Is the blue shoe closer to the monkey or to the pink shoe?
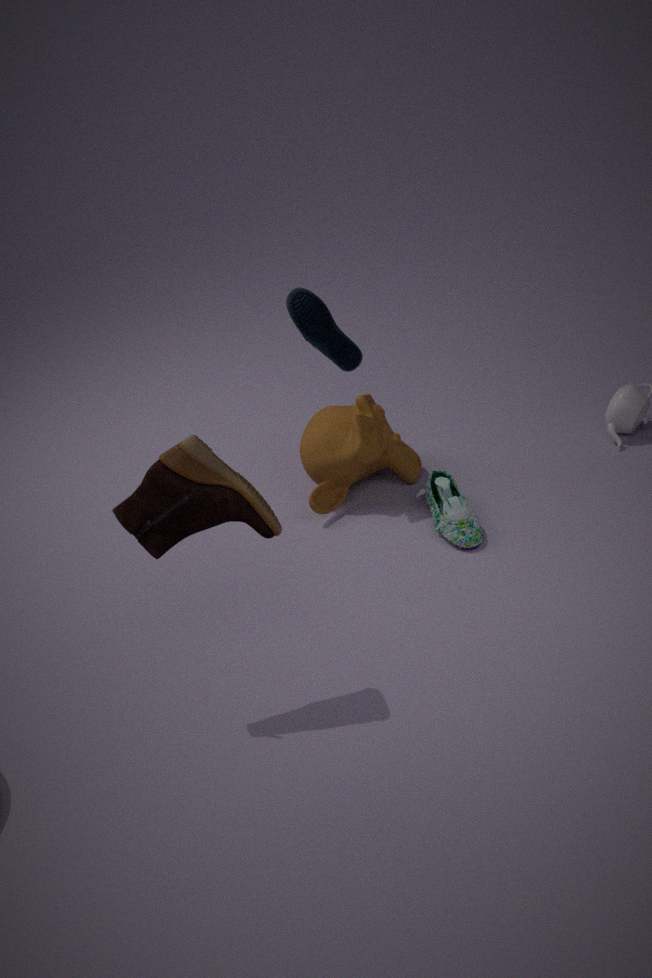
the monkey
